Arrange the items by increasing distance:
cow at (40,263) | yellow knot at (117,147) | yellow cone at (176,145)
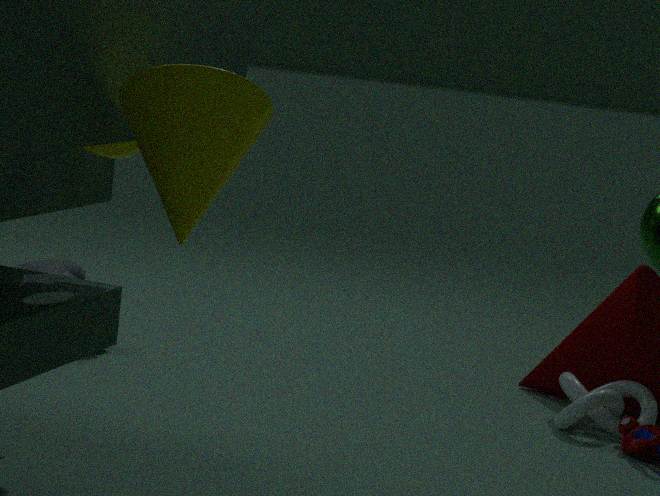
yellow cone at (176,145)
yellow knot at (117,147)
cow at (40,263)
